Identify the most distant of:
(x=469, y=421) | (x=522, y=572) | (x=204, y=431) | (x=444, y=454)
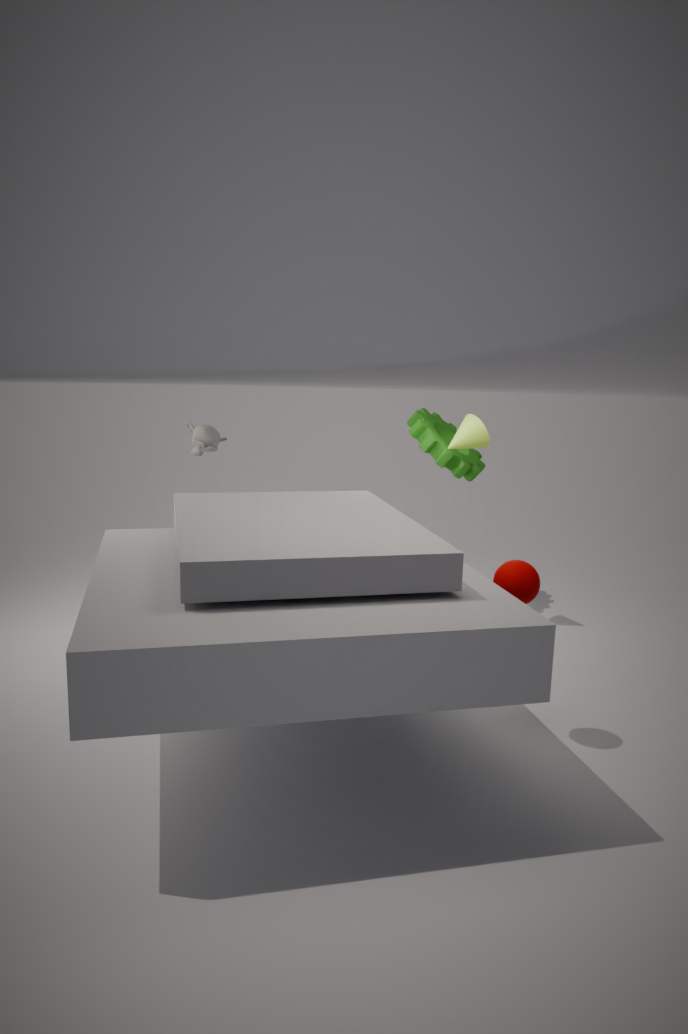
(x=444, y=454)
